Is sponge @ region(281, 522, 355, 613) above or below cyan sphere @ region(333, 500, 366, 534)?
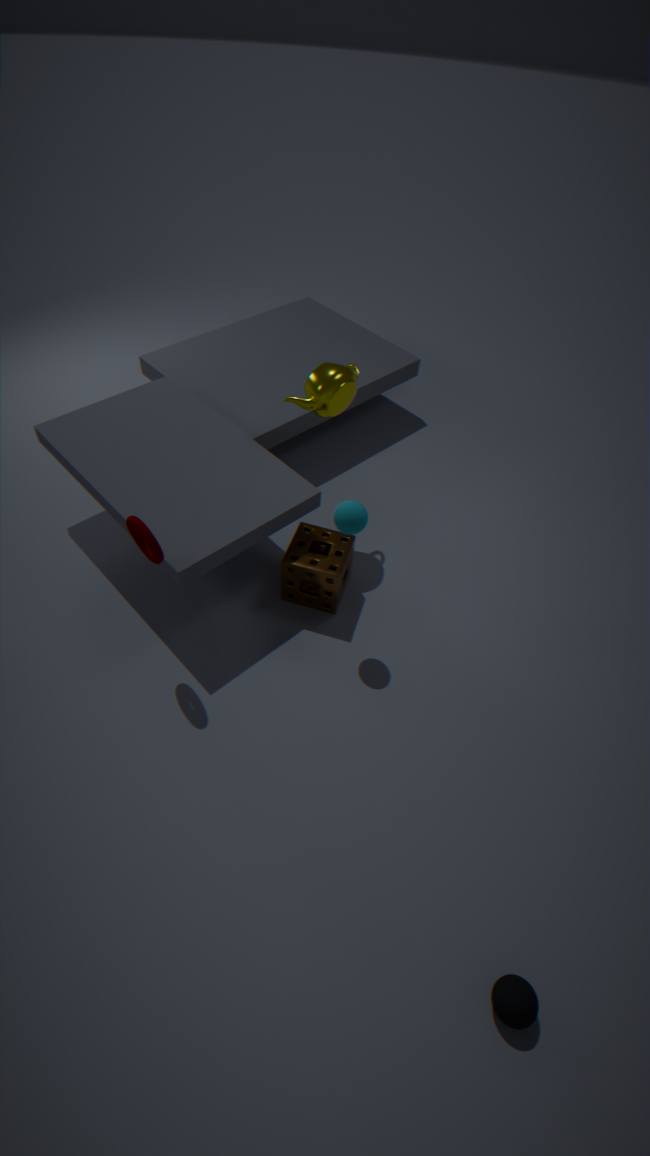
below
